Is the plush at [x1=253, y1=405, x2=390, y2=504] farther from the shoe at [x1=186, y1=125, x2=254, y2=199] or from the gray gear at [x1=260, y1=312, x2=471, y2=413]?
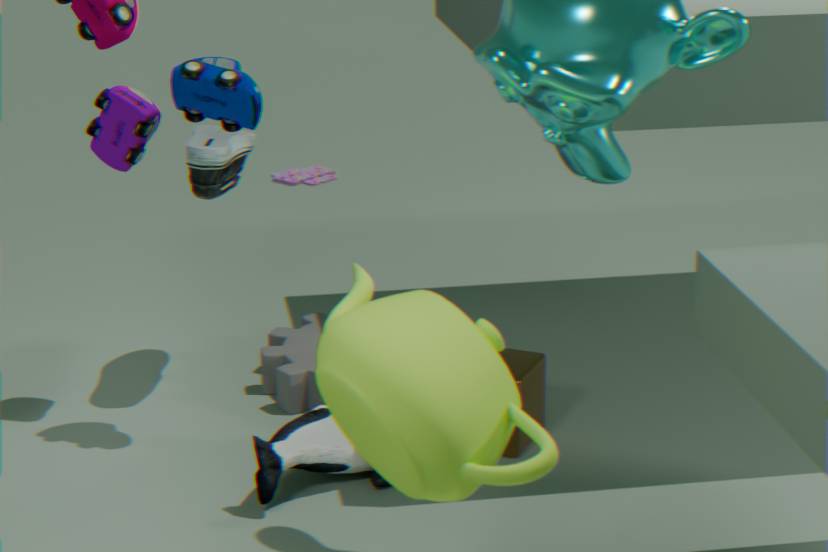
the shoe at [x1=186, y1=125, x2=254, y2=199]
